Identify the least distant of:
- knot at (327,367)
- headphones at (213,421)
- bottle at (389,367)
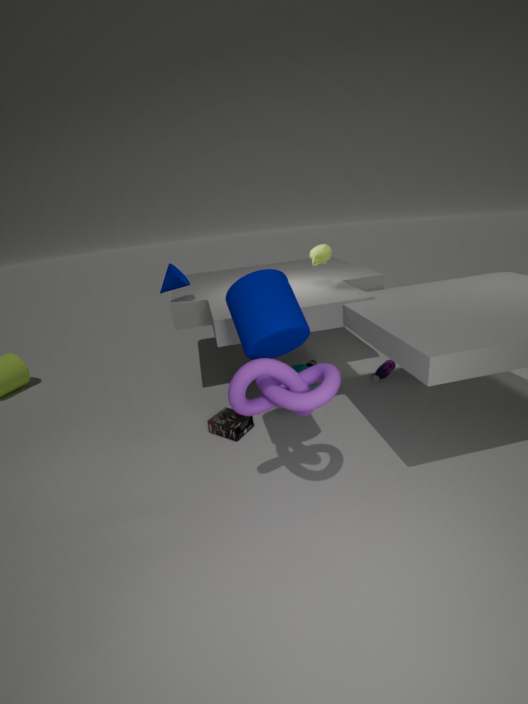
knot at (327,367)
